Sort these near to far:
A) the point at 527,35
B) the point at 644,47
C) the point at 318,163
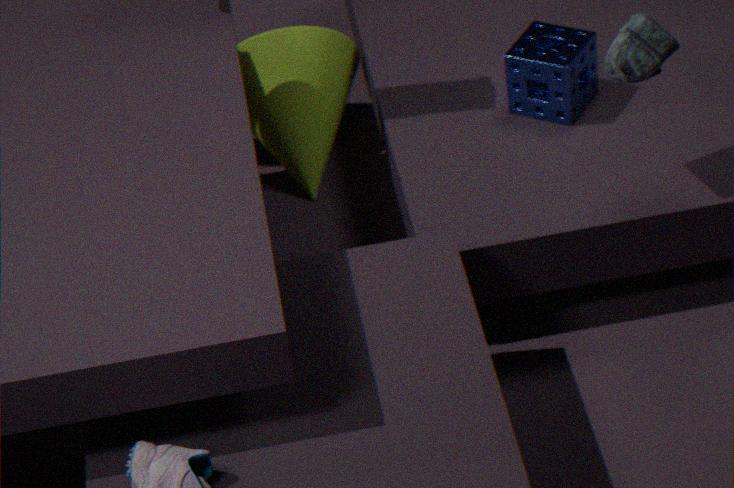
1. the point at 644,47
2. the point at 527,35
3. the point at 318,163
